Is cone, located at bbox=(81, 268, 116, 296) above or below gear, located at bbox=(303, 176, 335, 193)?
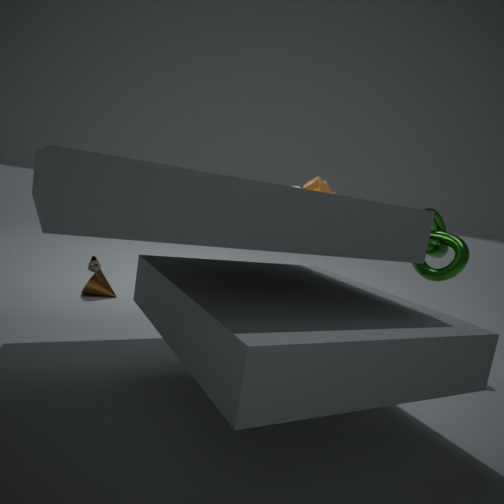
below
